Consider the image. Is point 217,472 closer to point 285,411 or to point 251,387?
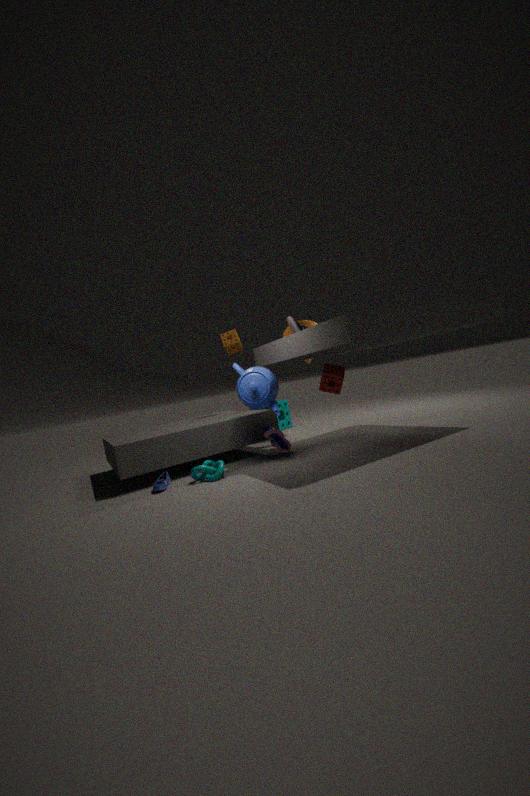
point 251,387
